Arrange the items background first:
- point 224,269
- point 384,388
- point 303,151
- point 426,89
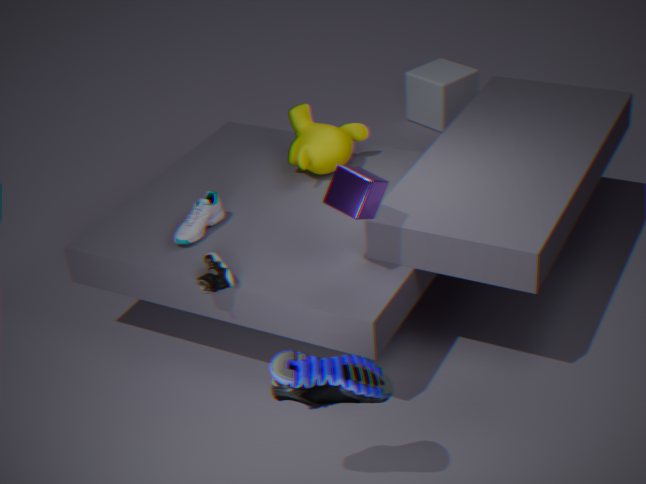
1. point 426,89
2. point 303,151
3. point 224,269
4. point 384,388
